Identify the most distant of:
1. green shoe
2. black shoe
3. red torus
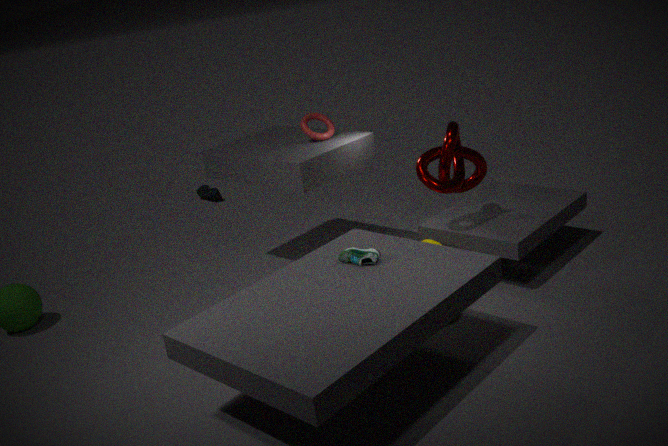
black shoe
